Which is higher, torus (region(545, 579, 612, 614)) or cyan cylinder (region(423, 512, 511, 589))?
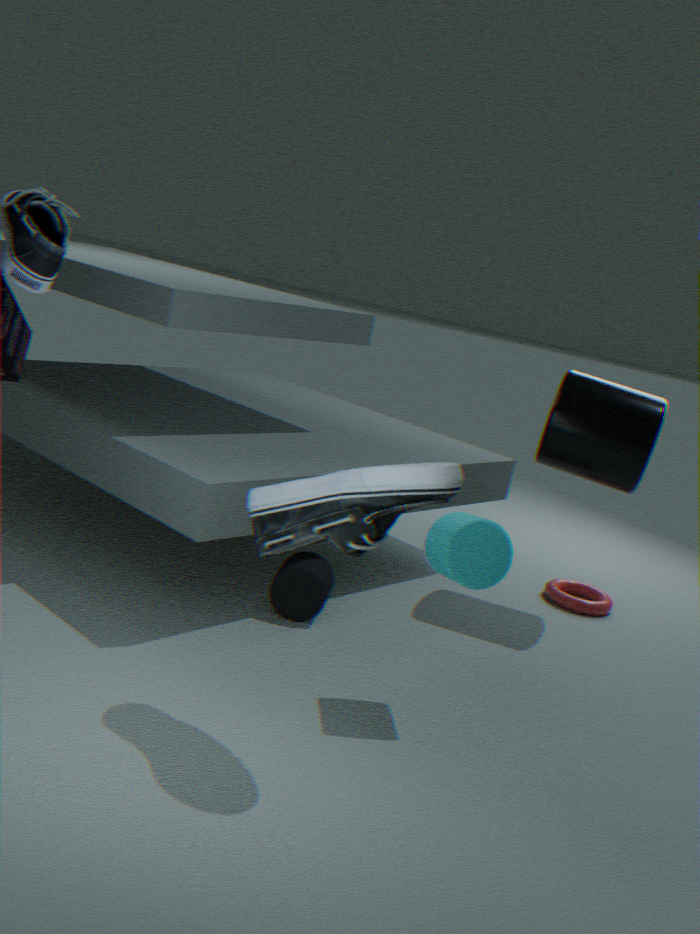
cyan cylinder (region(423, 512, 511, 589))
